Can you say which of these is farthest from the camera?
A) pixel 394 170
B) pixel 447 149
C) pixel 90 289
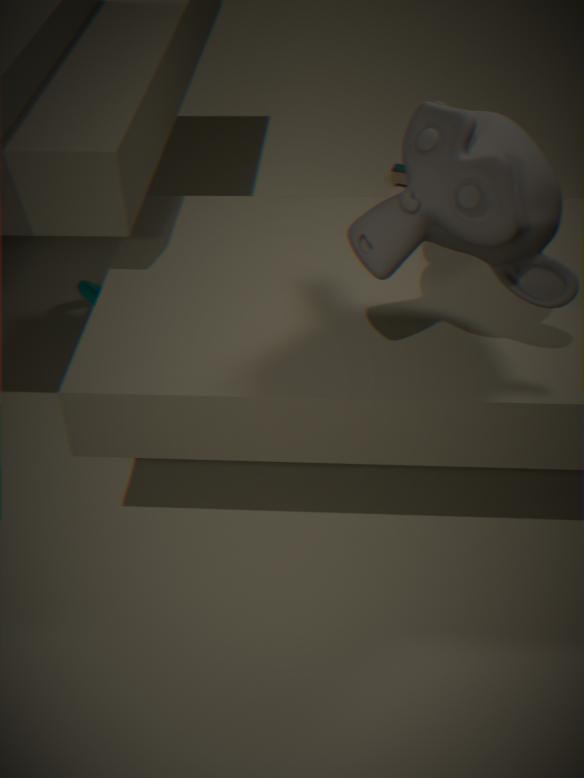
pixel 394 170
